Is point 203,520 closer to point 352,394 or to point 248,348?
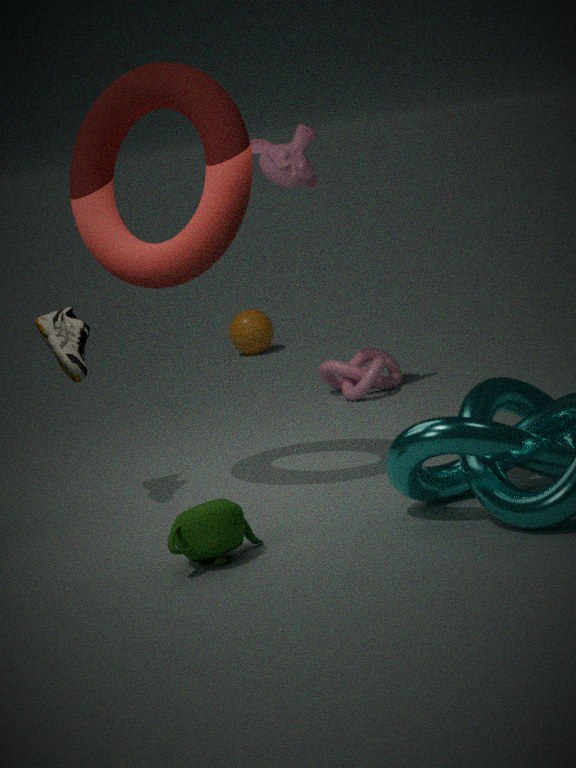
point 352,394
